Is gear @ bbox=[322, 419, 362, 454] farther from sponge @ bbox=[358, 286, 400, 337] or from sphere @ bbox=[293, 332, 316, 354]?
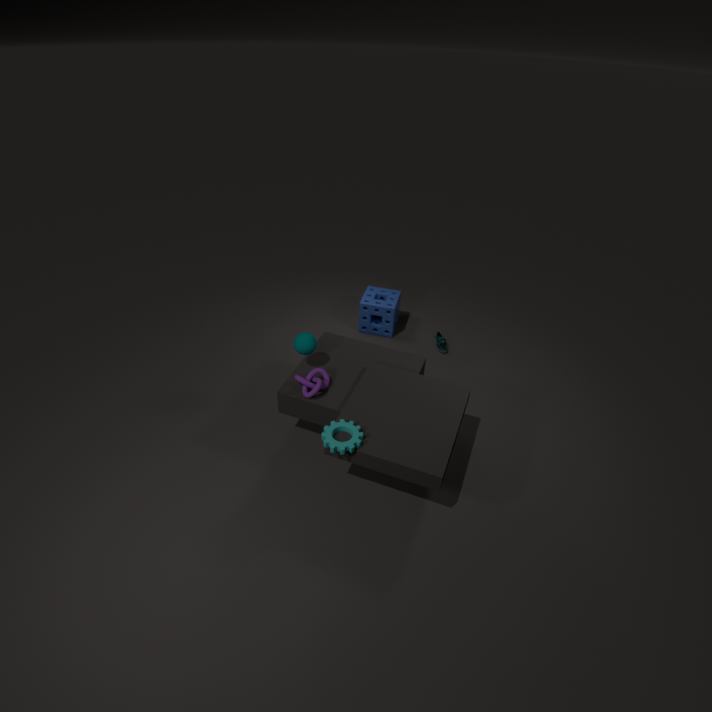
sponge @ bbox=[358, 286, 400, 337]
